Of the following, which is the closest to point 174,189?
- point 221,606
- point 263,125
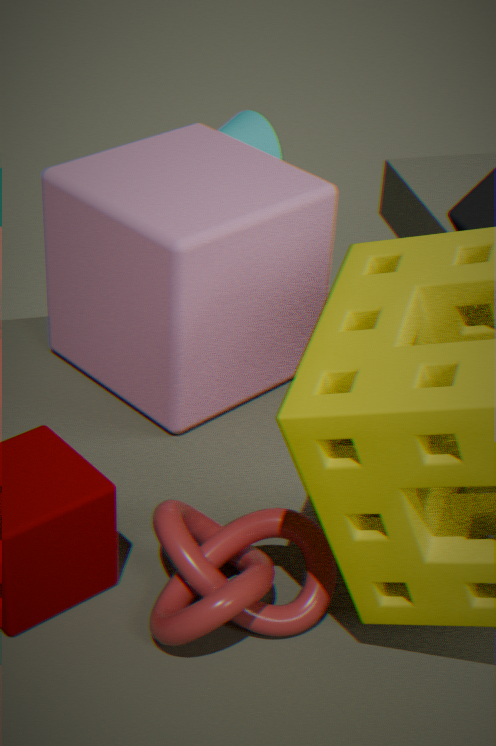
point 263,125
